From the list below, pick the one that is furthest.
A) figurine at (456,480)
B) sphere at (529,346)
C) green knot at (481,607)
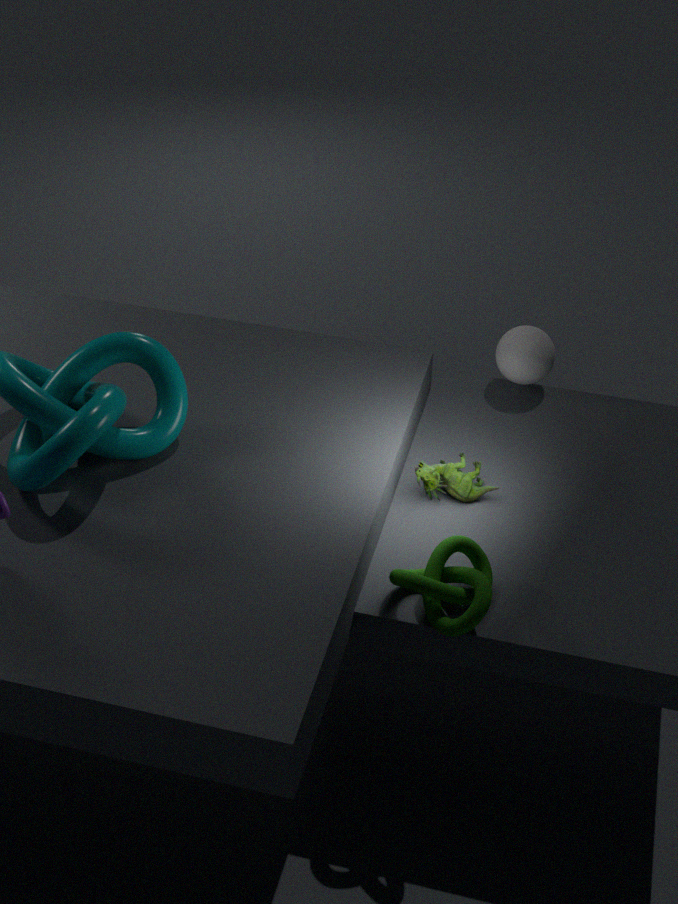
sphere at (529,346)
